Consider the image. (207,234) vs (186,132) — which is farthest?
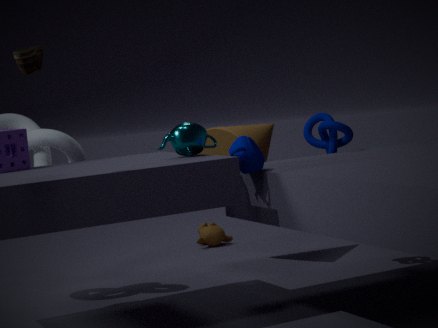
(207,234)
